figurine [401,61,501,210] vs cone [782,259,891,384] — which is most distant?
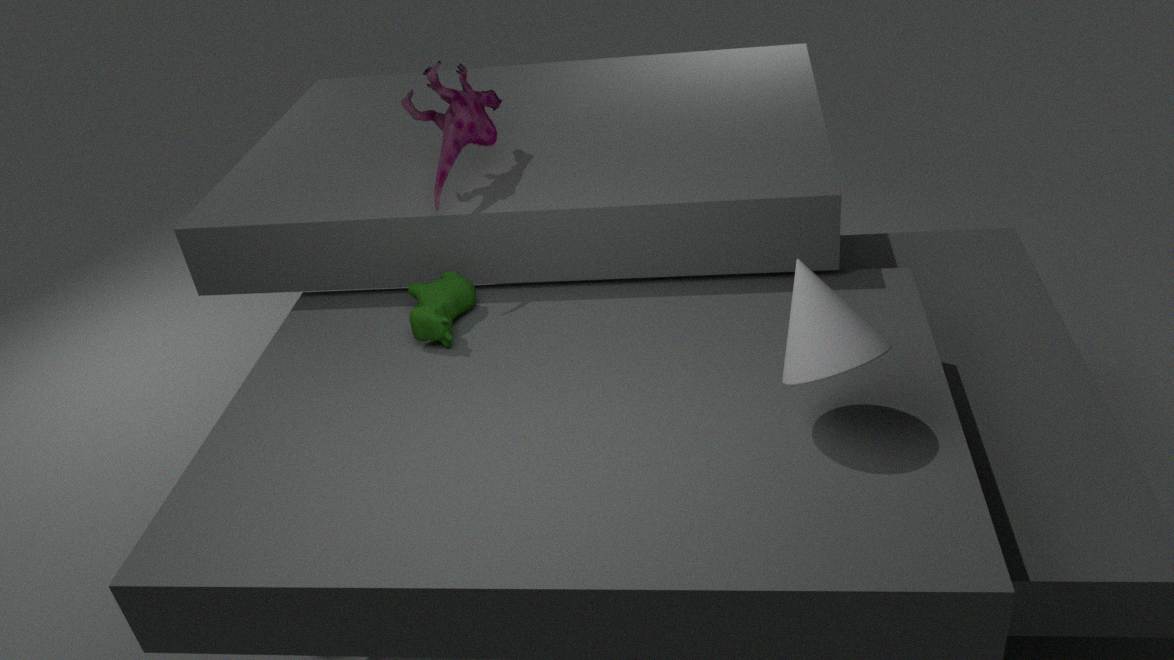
figurine [401,61,501,210]
